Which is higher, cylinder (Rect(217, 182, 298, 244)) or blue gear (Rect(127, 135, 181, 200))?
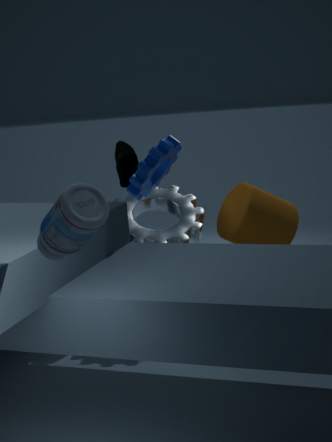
blue gear (Rect(127, 135, 181, 200))
